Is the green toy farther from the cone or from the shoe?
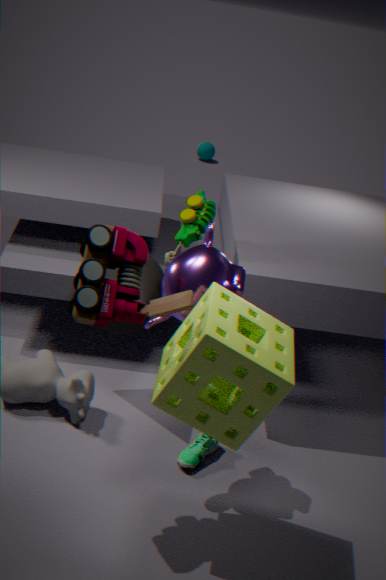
the shoe
